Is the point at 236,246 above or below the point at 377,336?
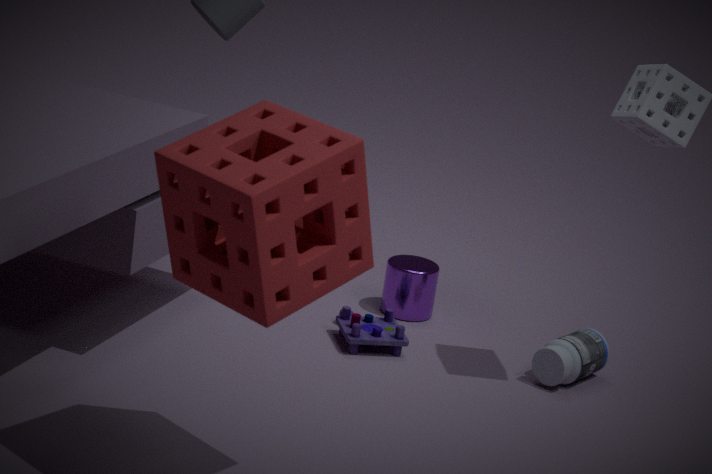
above
